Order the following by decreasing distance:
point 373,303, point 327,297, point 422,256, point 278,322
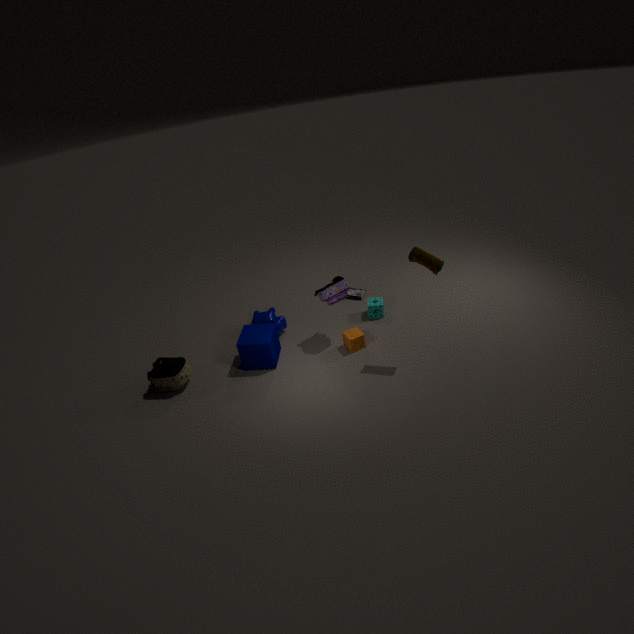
1. point 373,303
2. point 278,322
3. point 327,297
4. point 422,256
